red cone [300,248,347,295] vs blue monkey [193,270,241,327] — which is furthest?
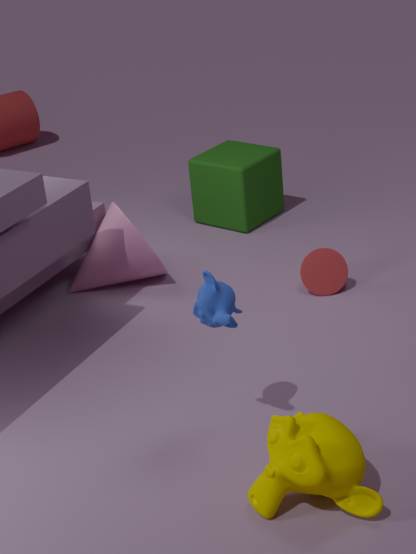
red cone [300,248,347,295]
